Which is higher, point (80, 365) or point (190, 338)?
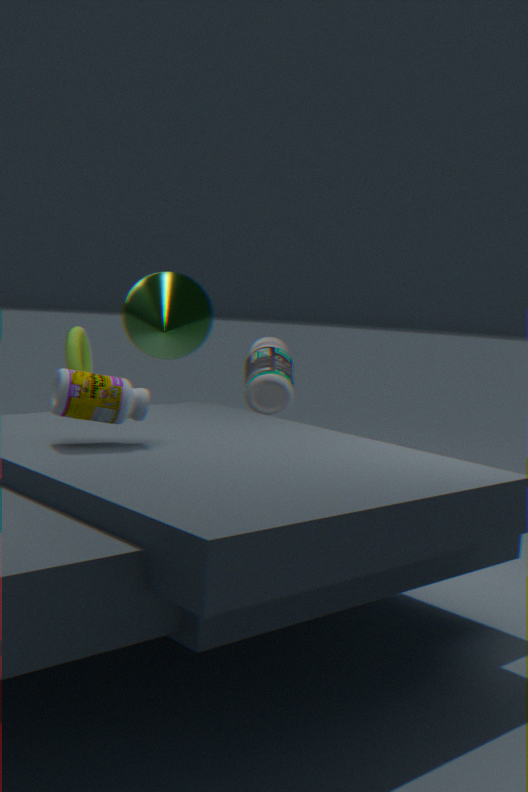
point (190, 338)
